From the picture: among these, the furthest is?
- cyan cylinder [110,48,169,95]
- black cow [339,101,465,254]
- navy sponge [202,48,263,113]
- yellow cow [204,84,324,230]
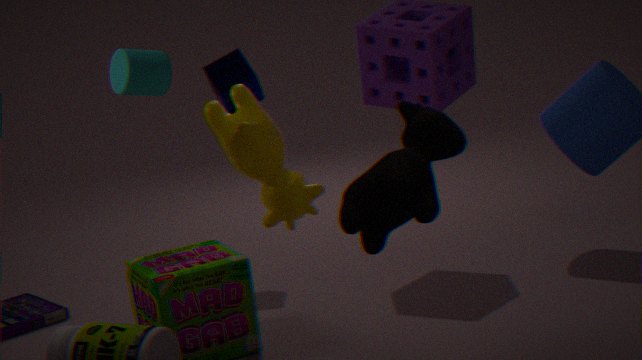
navy sponge [202,48,263,113]
